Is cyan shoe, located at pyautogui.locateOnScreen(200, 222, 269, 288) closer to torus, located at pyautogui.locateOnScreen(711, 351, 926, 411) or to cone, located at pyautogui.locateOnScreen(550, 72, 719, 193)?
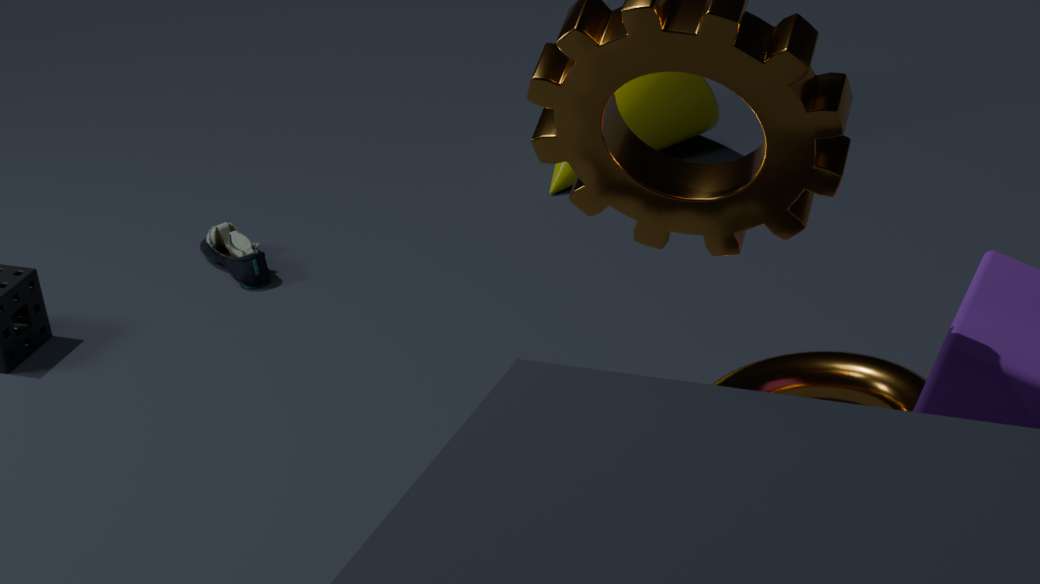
cone, located at pyautogui.locateOnScreen(550, 72, 719, 193)
